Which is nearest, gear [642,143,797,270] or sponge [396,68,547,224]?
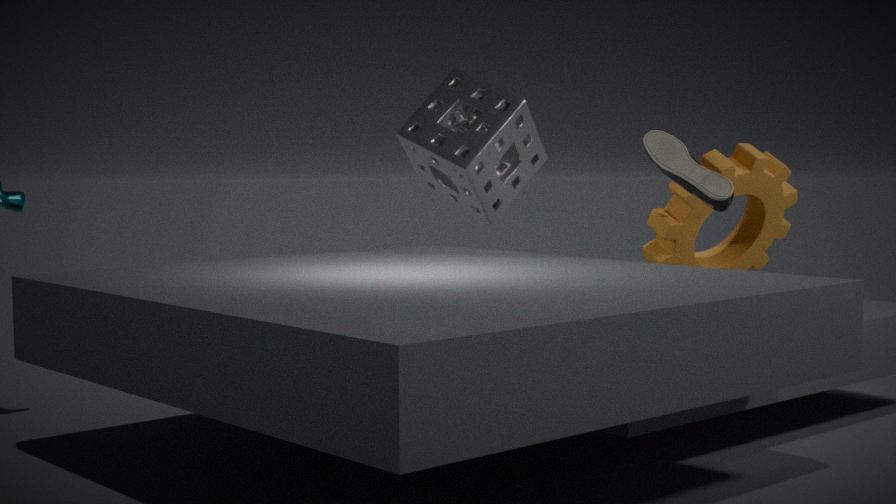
gear [642,143,797,270]
